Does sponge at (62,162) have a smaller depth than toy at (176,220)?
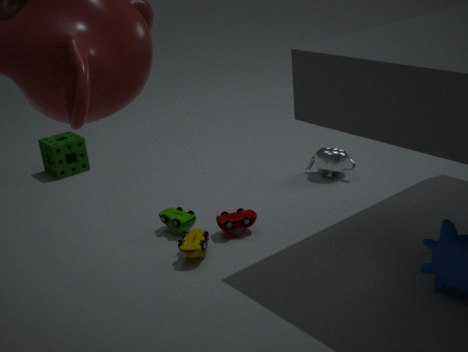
No
